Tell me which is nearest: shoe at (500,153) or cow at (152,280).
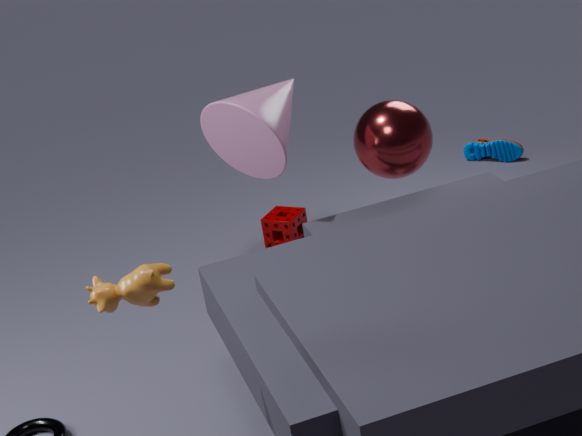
cow at (152,280)
